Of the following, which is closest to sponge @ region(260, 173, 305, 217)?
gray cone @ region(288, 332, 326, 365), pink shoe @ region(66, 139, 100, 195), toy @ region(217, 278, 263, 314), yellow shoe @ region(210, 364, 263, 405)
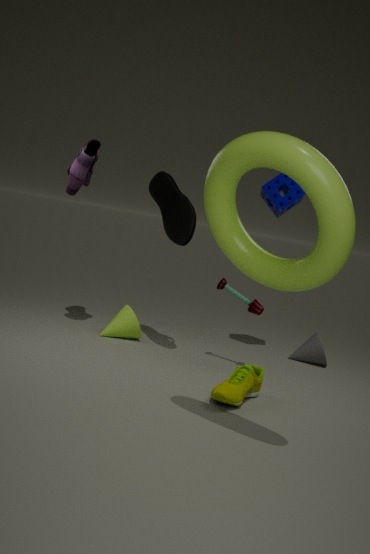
toy @ region(217, 278, 263, 314)
